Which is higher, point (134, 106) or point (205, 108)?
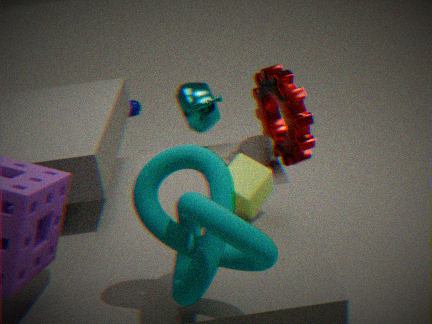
point (205, 108)
